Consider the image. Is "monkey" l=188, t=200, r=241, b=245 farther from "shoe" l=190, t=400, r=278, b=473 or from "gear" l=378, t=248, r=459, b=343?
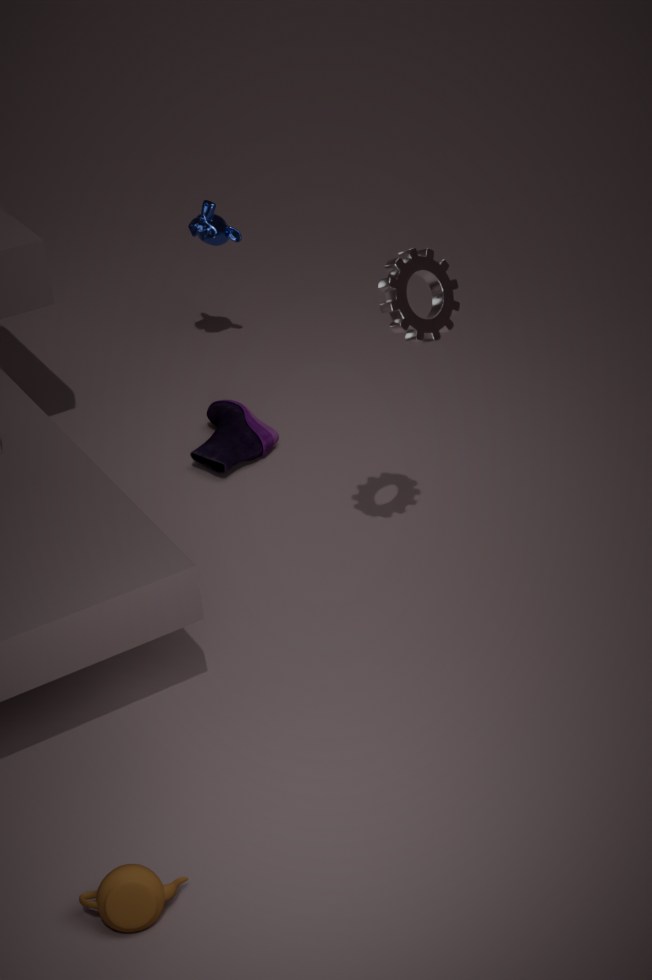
"gear" l=378, t=248, r=459, b=343
